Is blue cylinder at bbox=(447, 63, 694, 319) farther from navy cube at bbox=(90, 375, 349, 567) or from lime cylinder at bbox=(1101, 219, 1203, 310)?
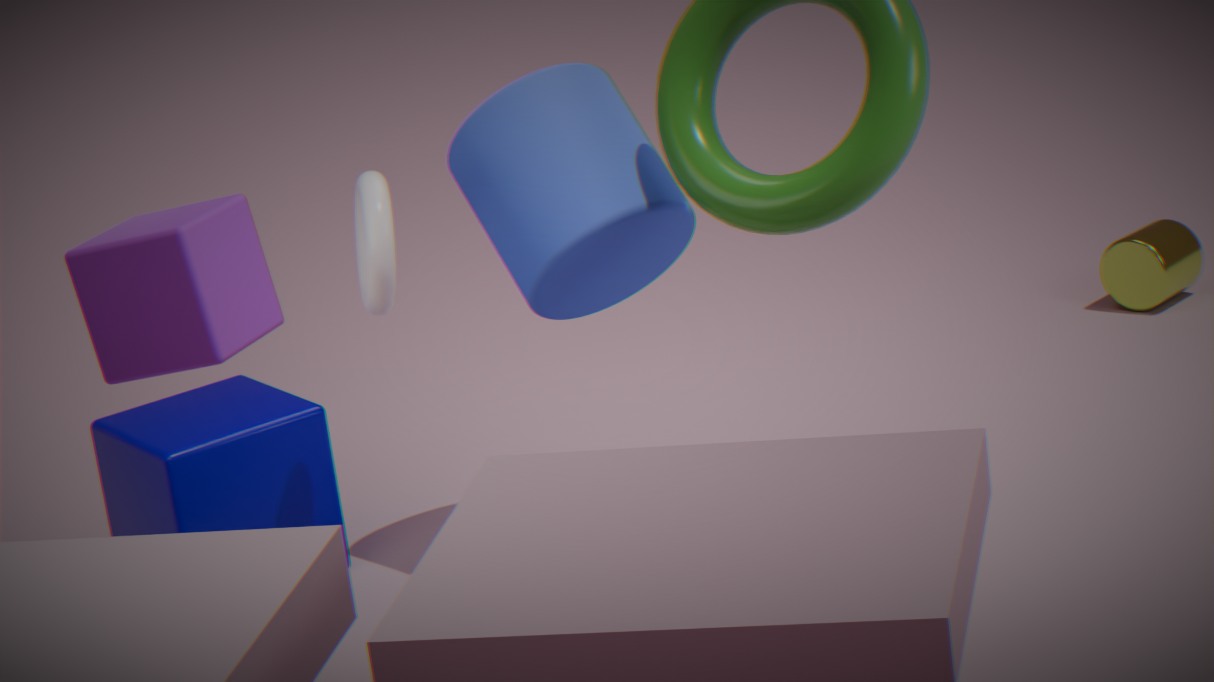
lime cylinder at bbox=(1101, 219, 1203, 310)
